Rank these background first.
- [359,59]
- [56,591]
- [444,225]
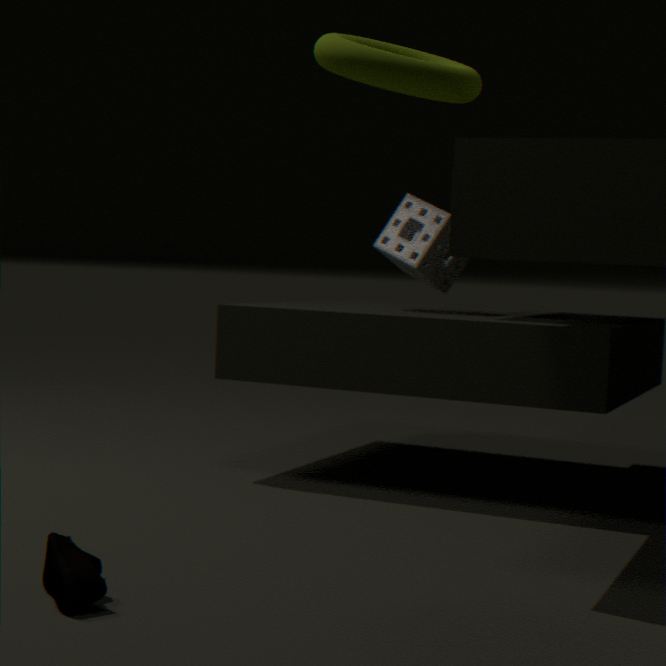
[444,225] < [56,591] < [359,59]
